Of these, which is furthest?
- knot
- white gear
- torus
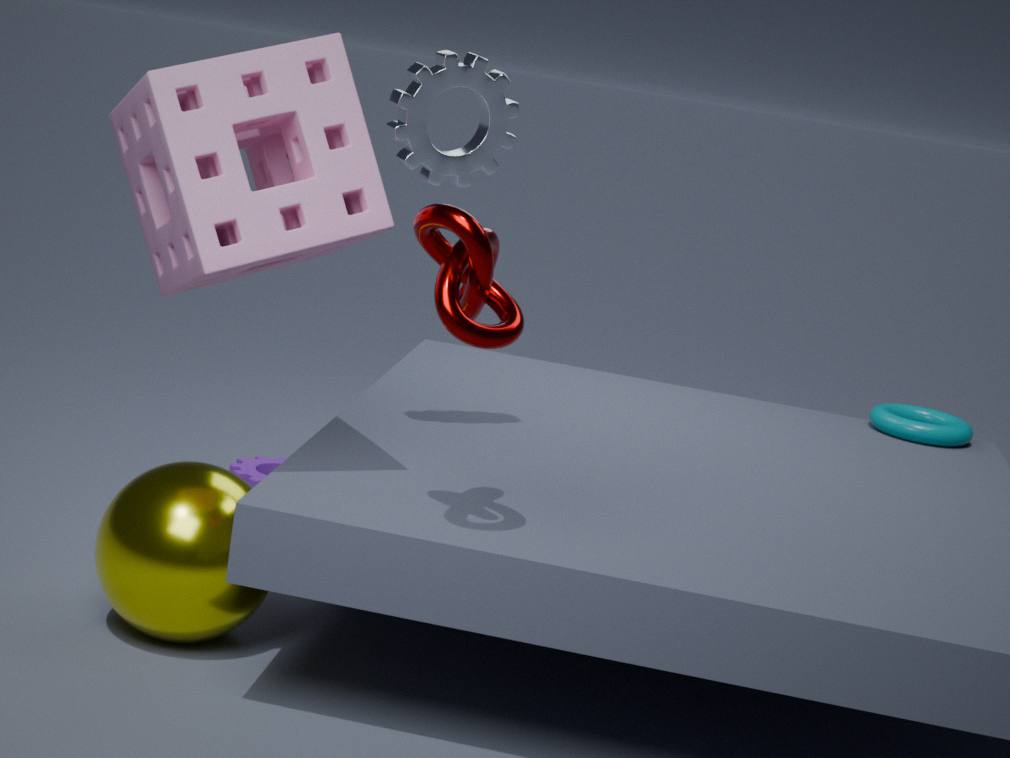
torus
